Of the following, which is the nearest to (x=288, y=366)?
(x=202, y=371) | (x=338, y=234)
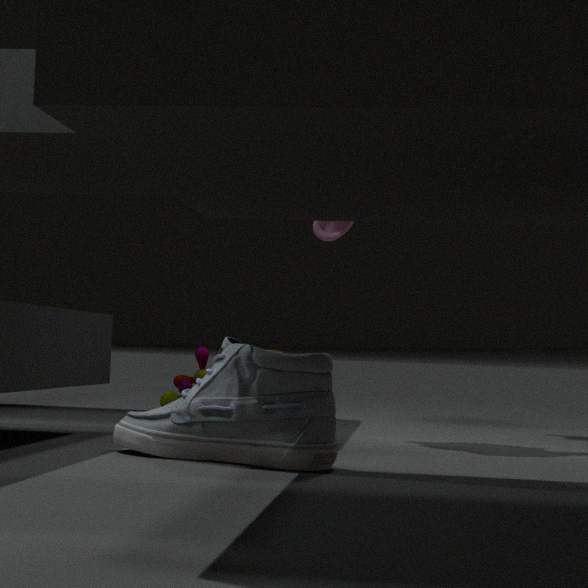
(x=202, y=371)
